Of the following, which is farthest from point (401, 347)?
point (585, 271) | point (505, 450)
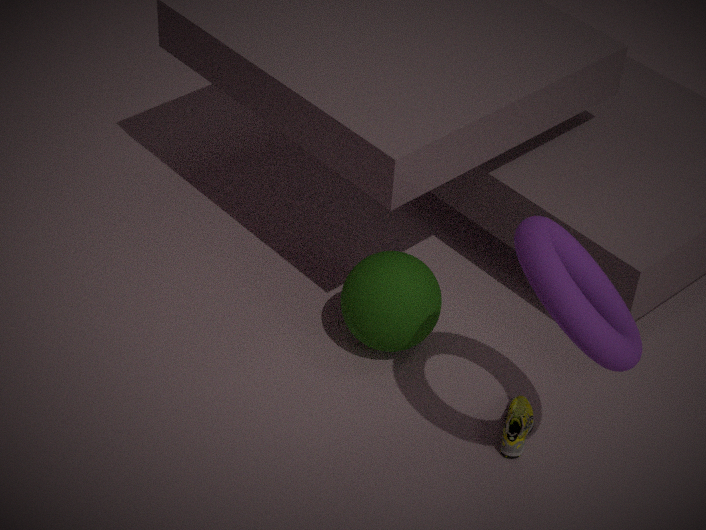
point (585, 271)
